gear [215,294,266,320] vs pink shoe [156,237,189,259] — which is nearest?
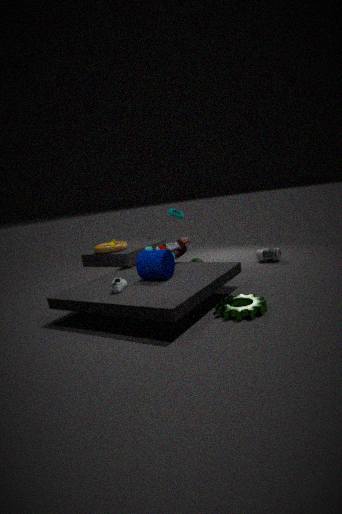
gear [215,294,266,320]
